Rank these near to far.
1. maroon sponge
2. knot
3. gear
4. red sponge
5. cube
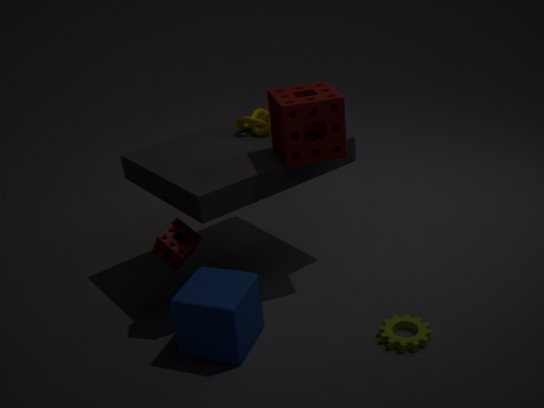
cube < gear < maroon sponge < red sponge < knot
